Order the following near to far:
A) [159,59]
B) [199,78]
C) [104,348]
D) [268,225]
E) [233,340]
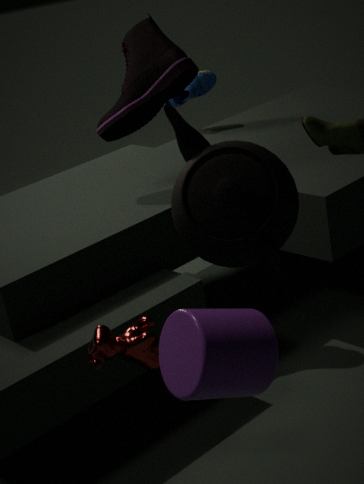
[233,340], [268,225], [104,348], [159,59], [199,78]
